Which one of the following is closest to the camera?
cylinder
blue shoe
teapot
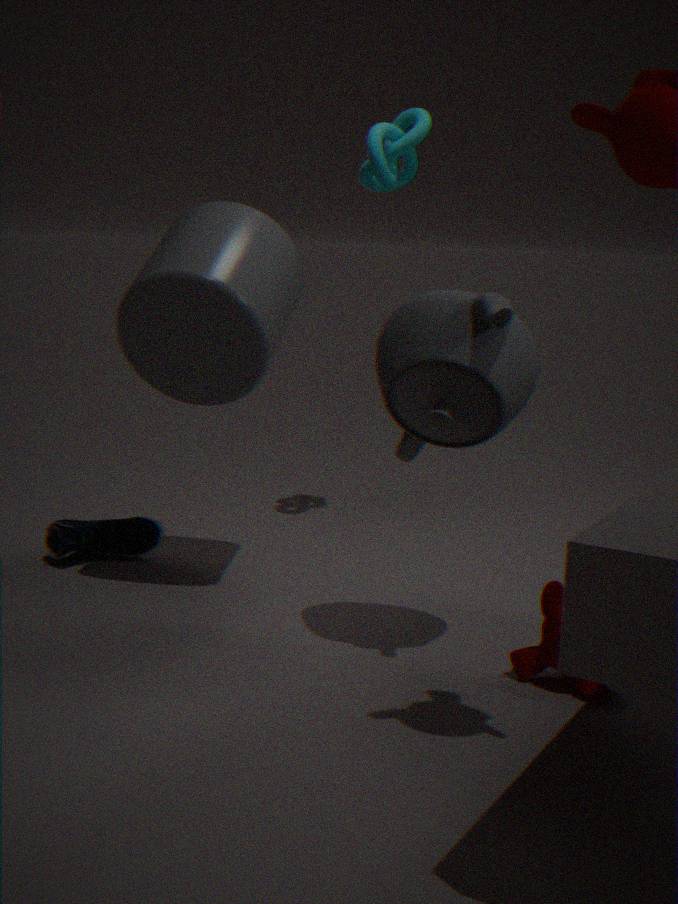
teapot
